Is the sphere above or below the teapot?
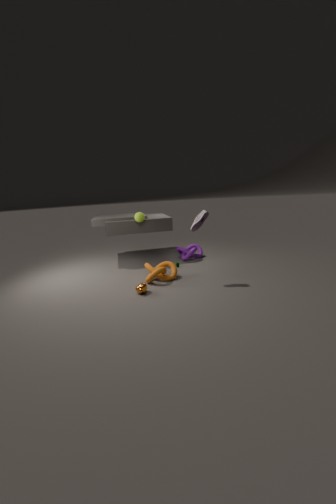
above
